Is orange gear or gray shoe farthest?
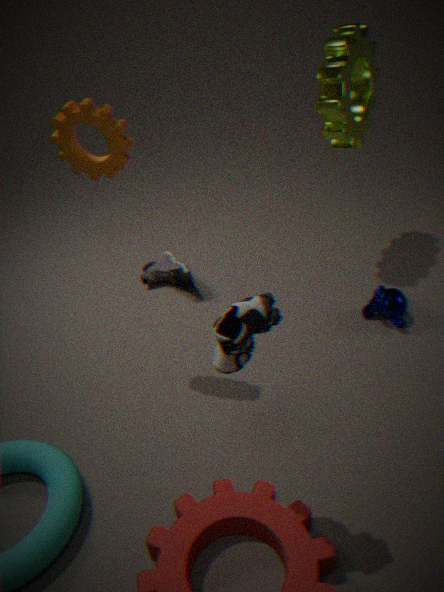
gray shoe
